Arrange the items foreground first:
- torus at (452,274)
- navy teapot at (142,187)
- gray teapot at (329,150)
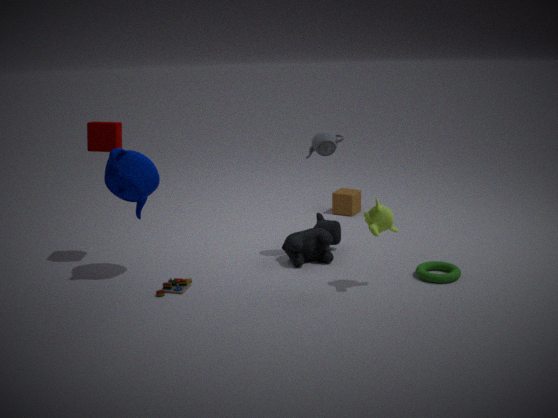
1. navy teapot at (142,187)
2. torus at (452,274)
3. gray teapot at (329,150)
